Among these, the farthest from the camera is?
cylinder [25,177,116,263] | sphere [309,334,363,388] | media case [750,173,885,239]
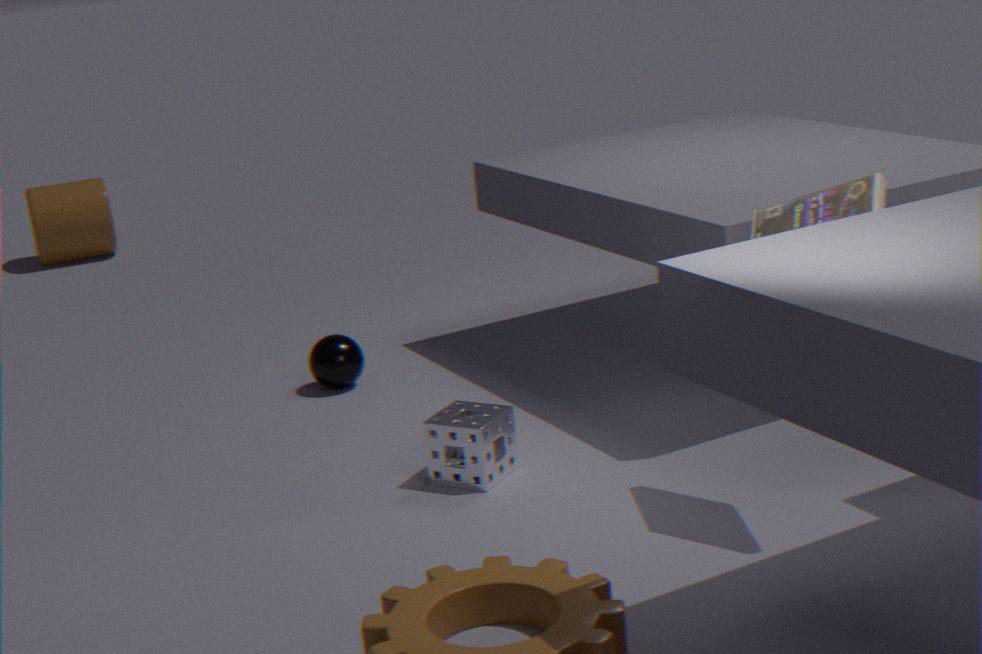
cylinder [25,177,116,263]
